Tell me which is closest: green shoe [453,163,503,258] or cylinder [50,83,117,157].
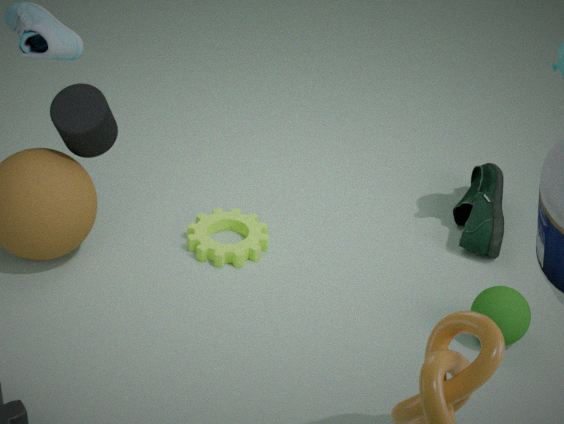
cylinder [50,83,117,157]
